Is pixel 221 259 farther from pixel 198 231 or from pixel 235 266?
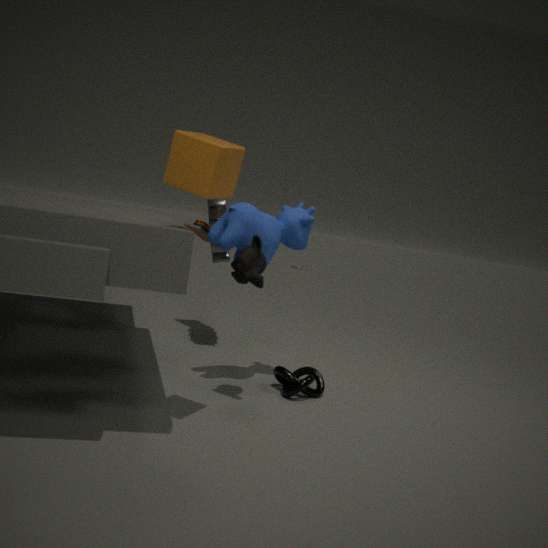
pixel 235 266
